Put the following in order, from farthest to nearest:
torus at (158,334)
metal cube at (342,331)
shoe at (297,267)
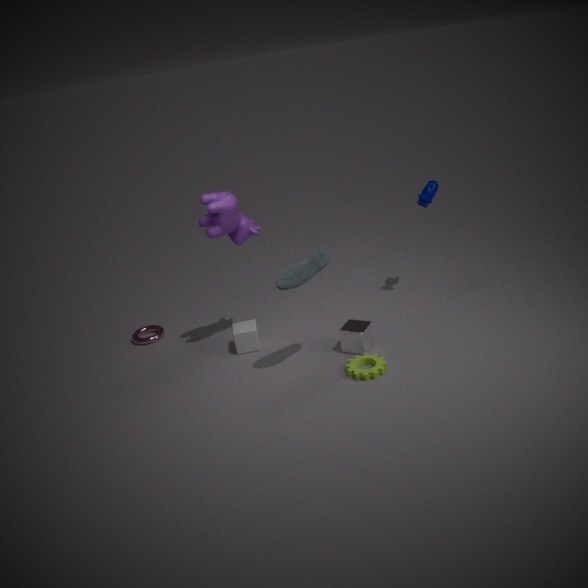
torus at (158,334) → metal cube at (342,331) → shoe at (297,267)
